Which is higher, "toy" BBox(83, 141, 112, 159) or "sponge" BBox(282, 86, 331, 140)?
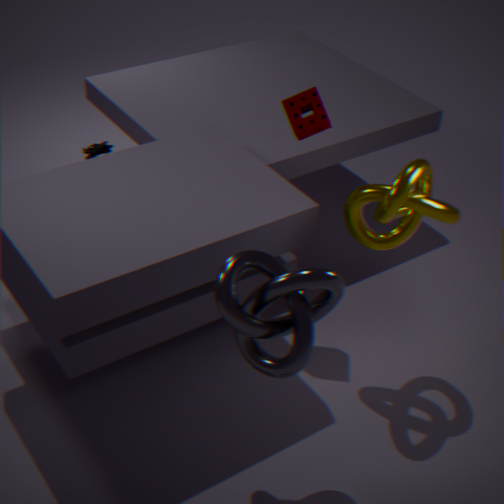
"sponge" BBox(282, 86, 331, 140)
